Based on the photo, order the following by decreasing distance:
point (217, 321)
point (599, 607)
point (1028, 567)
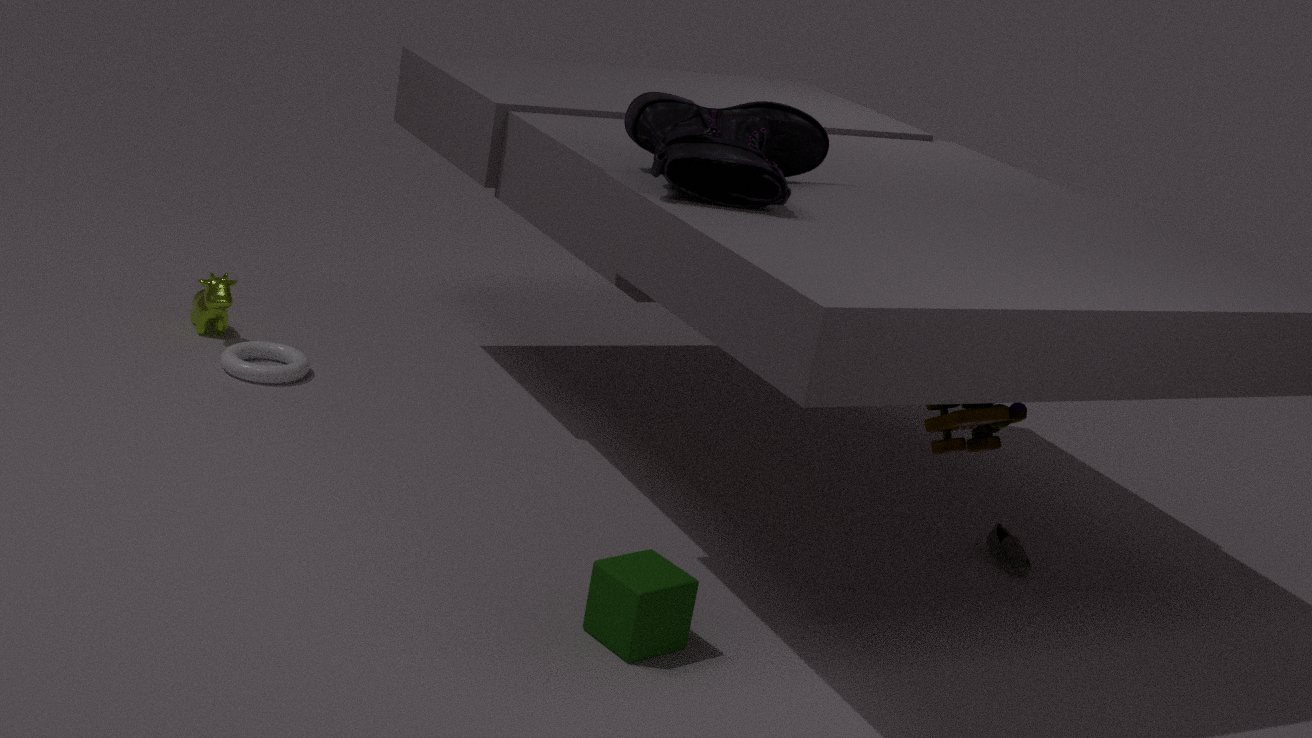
point (217, 321)
point (1028, 567)
point (599, 607)
